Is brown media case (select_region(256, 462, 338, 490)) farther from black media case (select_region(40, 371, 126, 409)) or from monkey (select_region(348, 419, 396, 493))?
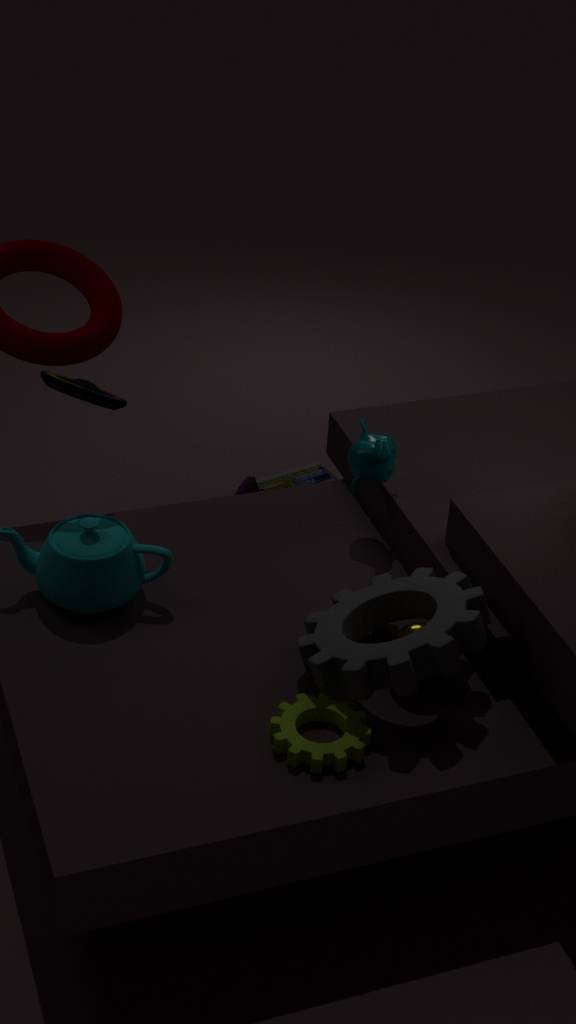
black media case (select_region(40, 371, 126, 409))
